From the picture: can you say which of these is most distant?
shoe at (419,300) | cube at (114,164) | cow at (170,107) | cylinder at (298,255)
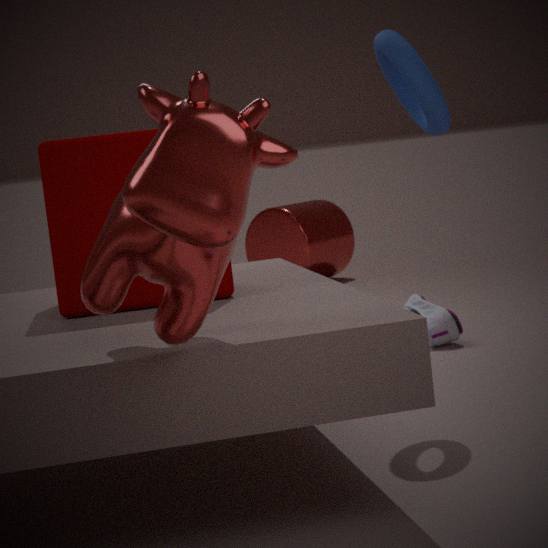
cylinder at (298,255)
